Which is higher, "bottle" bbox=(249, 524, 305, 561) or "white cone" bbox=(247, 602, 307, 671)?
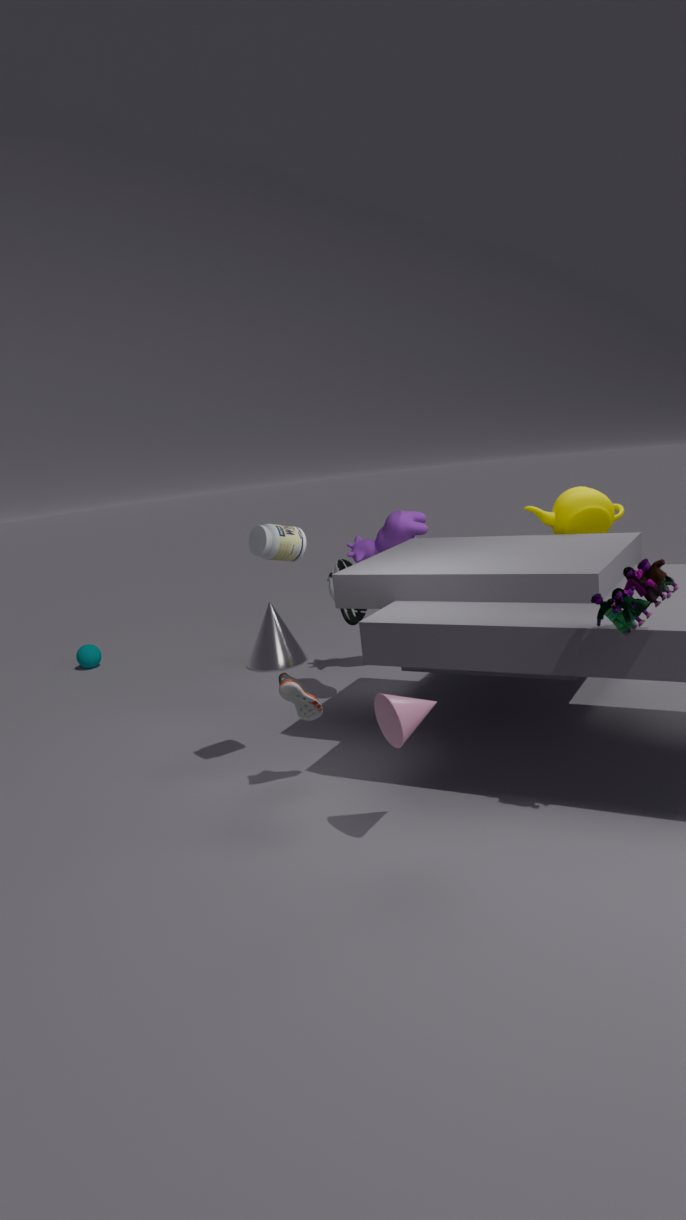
"bottle" bbox=(249, 524, 305, 561)
